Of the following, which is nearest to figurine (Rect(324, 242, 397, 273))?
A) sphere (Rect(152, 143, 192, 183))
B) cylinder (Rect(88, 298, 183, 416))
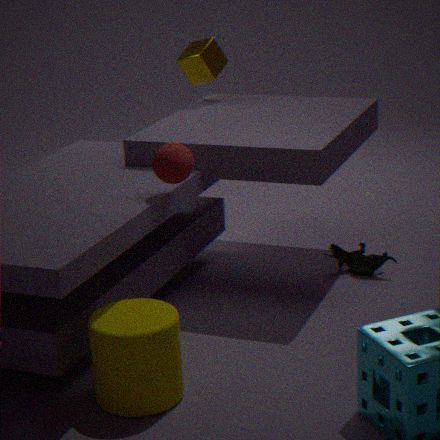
sphere (Rect(152, 143, 192, 183))
